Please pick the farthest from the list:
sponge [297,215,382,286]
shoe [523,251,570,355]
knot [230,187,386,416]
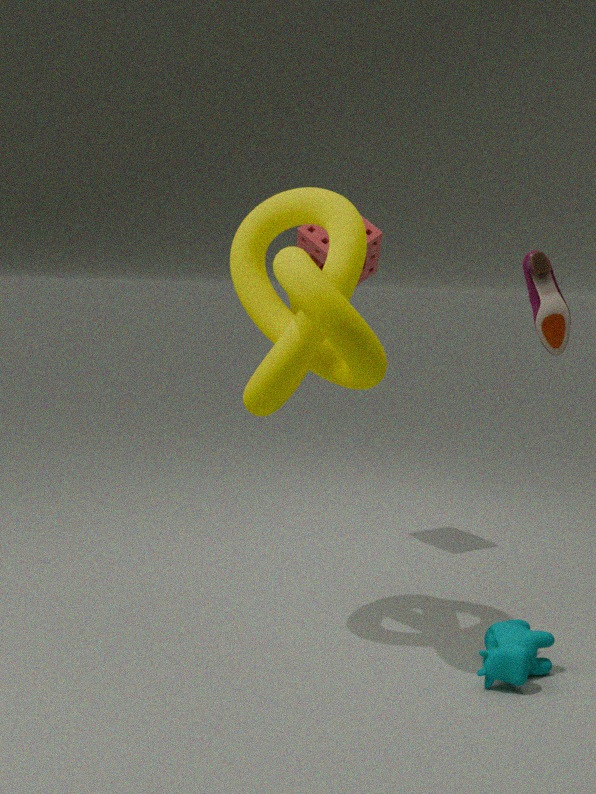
shoe [523,251,570,355]
